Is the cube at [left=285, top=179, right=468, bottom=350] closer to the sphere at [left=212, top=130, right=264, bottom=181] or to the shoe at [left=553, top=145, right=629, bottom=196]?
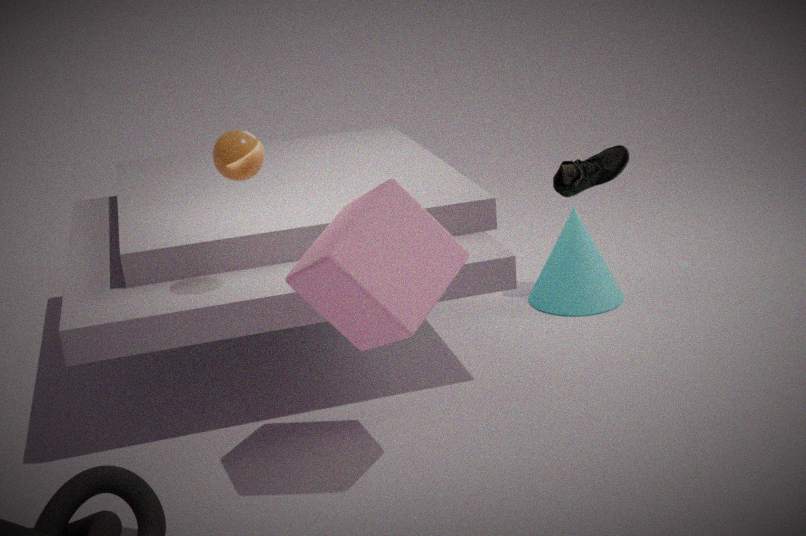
the sphere at [left=212, top=130, right=264, bottom=181]
